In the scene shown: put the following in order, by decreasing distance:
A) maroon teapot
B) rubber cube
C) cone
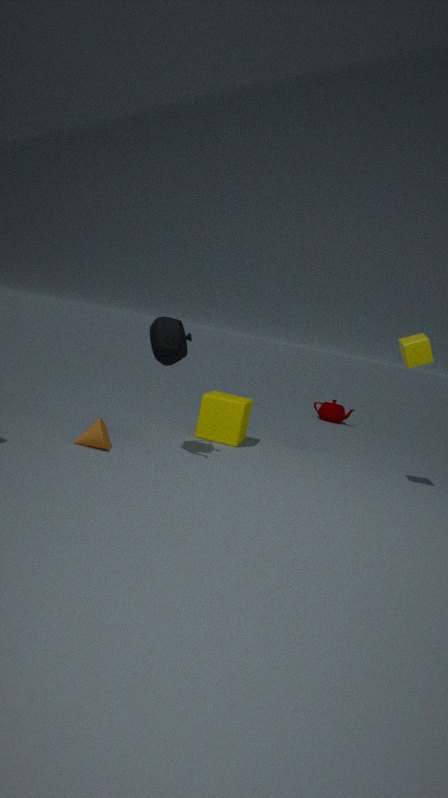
maroon teapot
rubber cube
cone
